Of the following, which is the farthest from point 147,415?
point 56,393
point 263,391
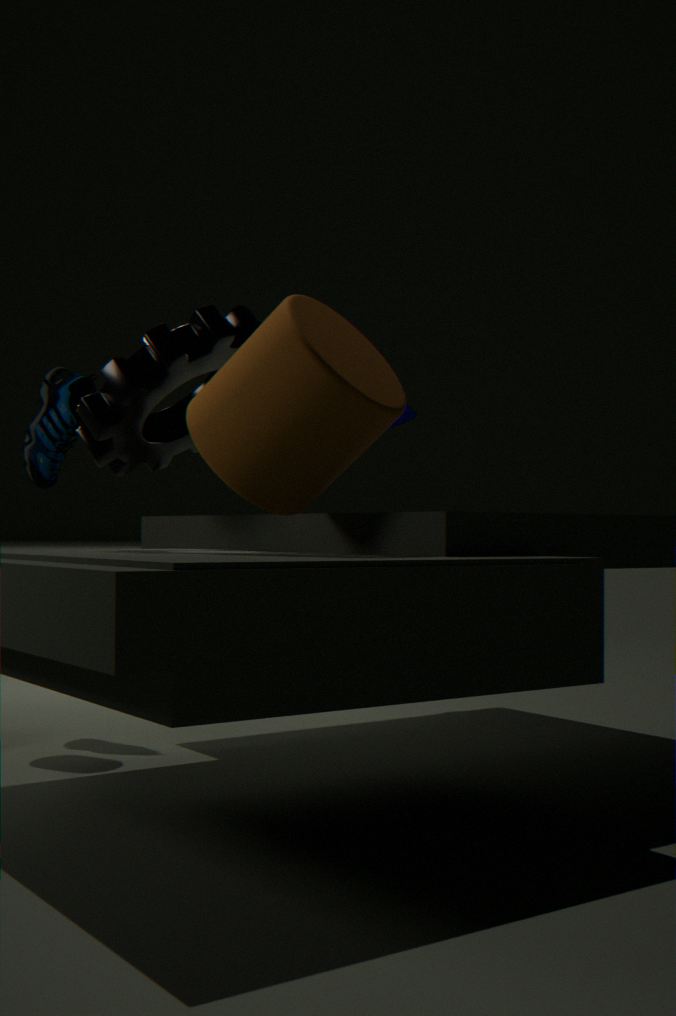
point 56,393
